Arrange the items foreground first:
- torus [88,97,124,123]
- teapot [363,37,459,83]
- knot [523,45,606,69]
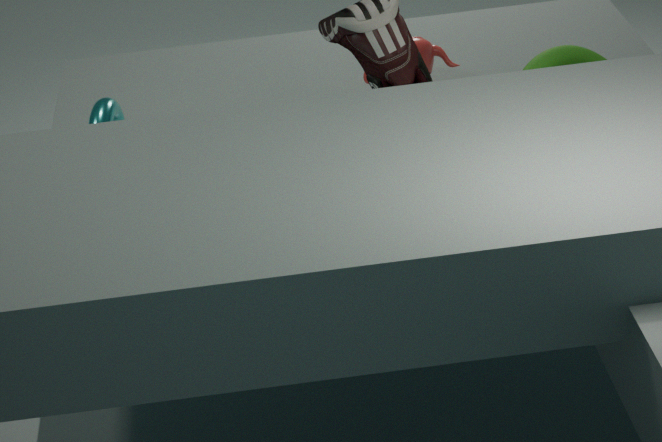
torus [88,97,124,123], knot [523,45,606,69], teapot [363,37,459,83]
